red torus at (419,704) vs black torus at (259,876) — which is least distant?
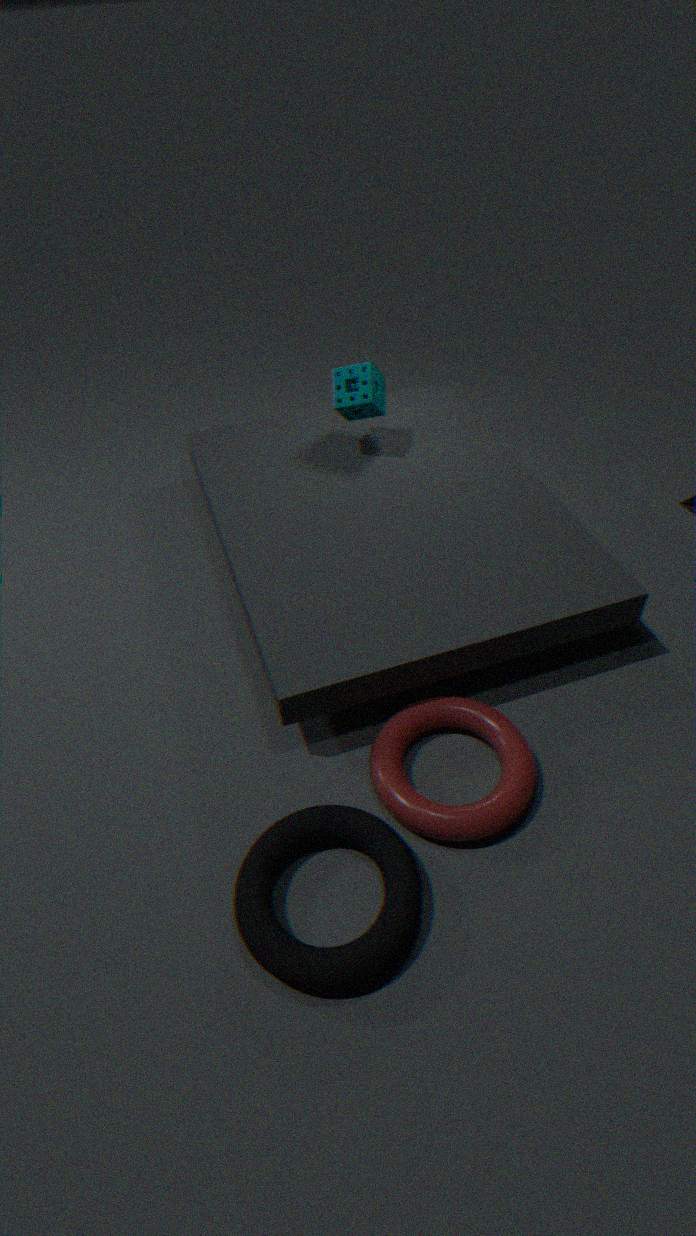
black torus at (259,876)
